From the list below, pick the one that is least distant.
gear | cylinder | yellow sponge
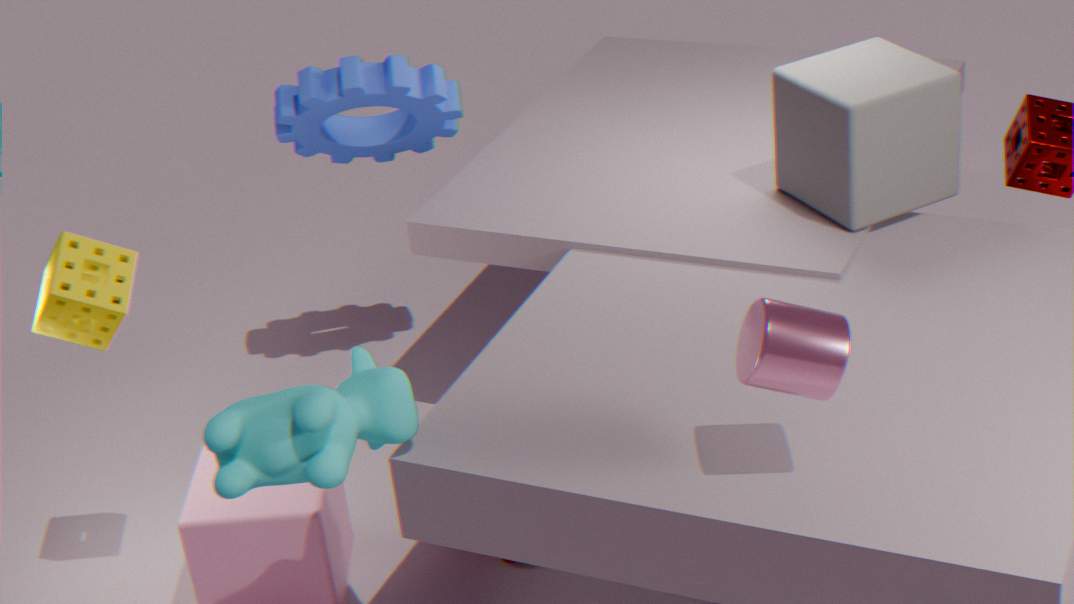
cylinder
